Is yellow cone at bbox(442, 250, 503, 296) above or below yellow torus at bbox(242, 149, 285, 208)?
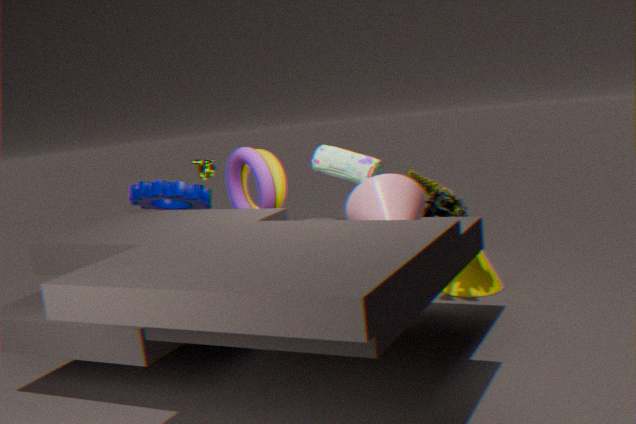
below
